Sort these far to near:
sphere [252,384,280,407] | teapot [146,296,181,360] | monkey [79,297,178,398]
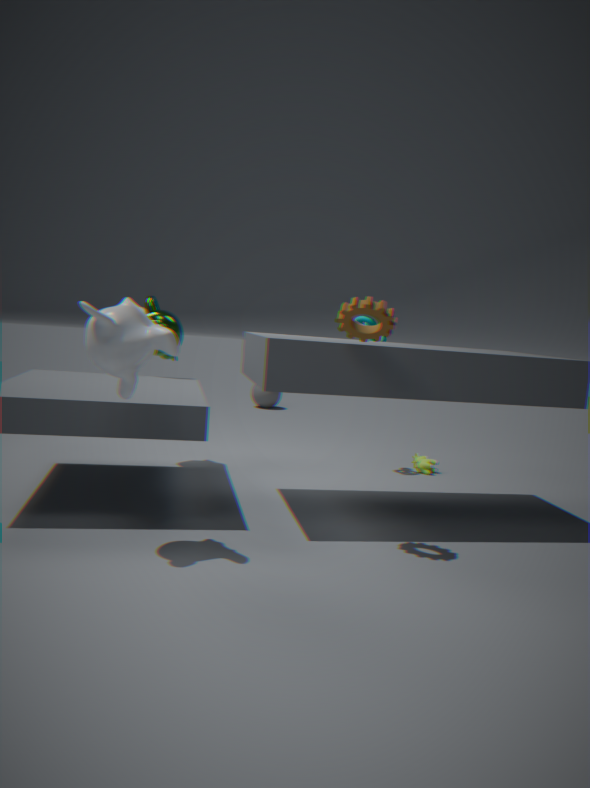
sphere [252,384,280,407], teapot [146,296,181,360], monkey [79,297,178,398]
